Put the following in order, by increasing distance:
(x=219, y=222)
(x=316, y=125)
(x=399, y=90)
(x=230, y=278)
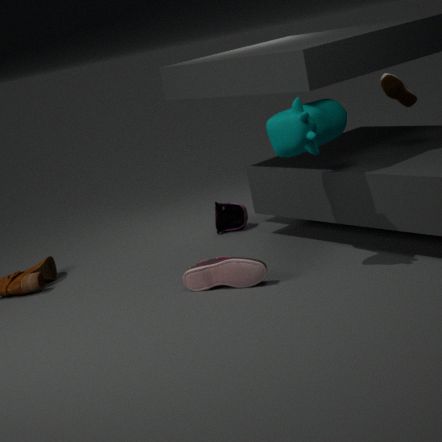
1. (x=316, y=125)
2. (x=230, y=278)
3. (x=399, y=90)
4. (x=219, y=222)
